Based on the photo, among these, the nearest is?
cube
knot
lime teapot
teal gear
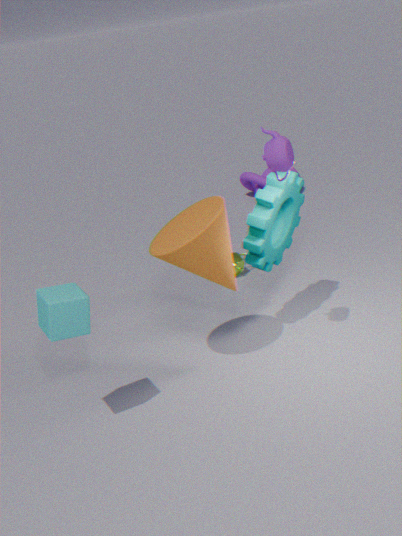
cube
